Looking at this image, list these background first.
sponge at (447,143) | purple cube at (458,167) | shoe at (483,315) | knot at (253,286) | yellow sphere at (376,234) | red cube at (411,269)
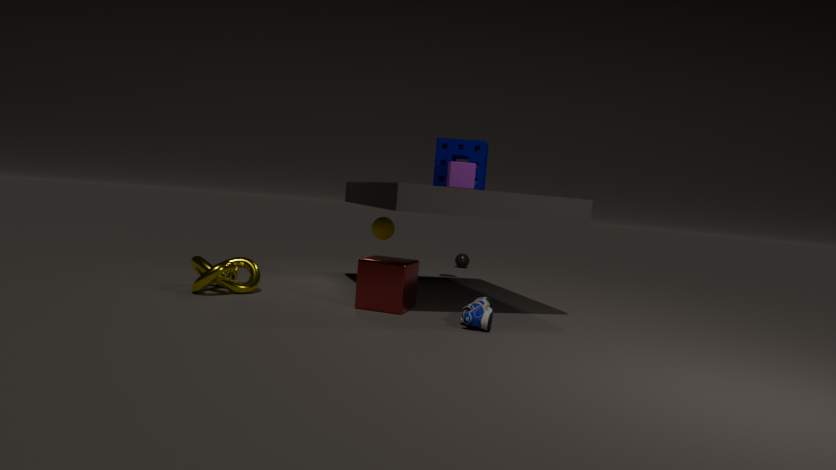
yellow sphere at (376,234) → sponge at (447,143) → knot at (253,286) → red cube at (411,269) → purple cube at (458,167) → shoe at (483,315)
